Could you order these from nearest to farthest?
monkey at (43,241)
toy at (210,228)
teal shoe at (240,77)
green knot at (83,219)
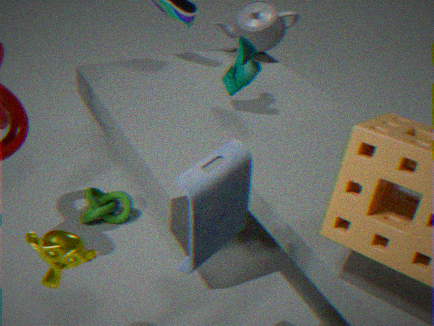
toy at (210,228) → monkey at (43,241) → teal shoe at (240,77) → green knot at (83,219)
